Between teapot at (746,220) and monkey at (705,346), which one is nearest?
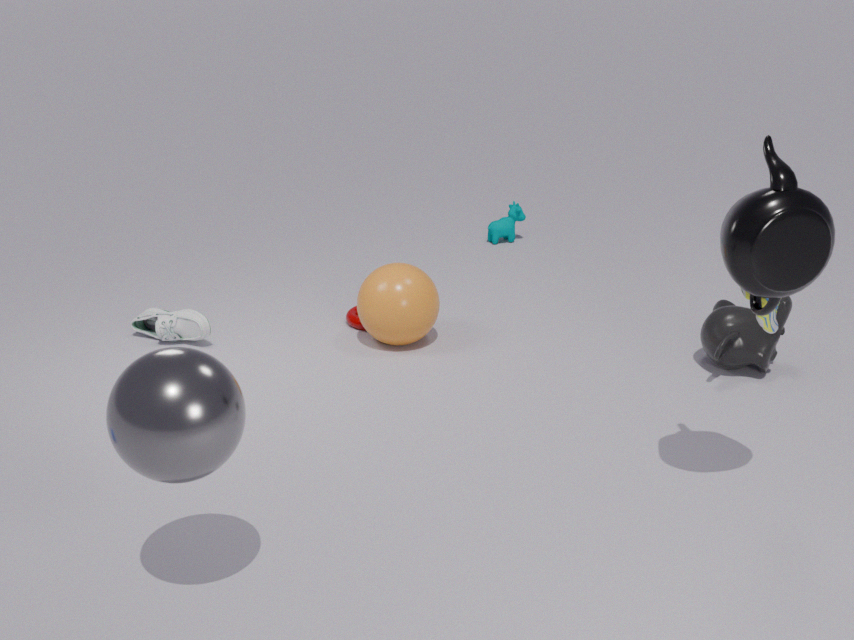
teapot at (746,220)
